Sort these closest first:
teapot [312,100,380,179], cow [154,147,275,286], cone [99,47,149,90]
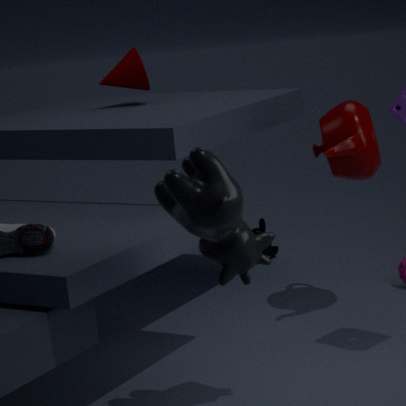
1. cow [154,147,275,286]
2. teapot [312,100,380,179]
3. cone [99,47,149,90]
